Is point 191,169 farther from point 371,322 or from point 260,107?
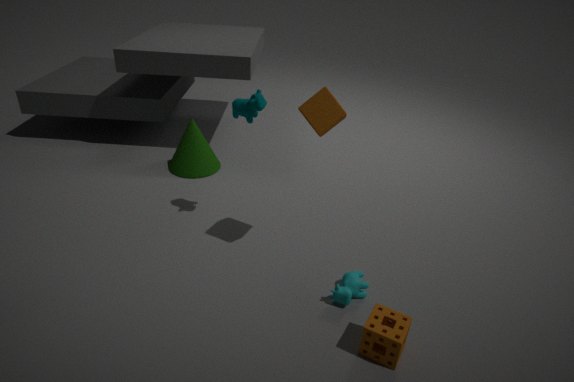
point 371,322
